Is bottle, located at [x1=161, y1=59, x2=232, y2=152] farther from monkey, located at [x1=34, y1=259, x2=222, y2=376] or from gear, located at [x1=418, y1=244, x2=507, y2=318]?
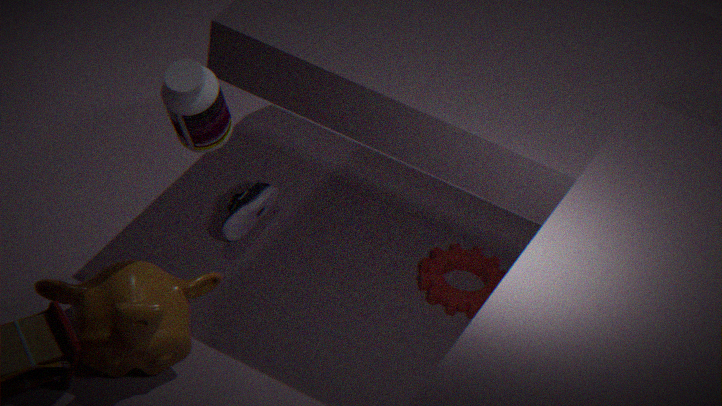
gear, located at [x1=418, y1=244, x2=507, y2=318]
